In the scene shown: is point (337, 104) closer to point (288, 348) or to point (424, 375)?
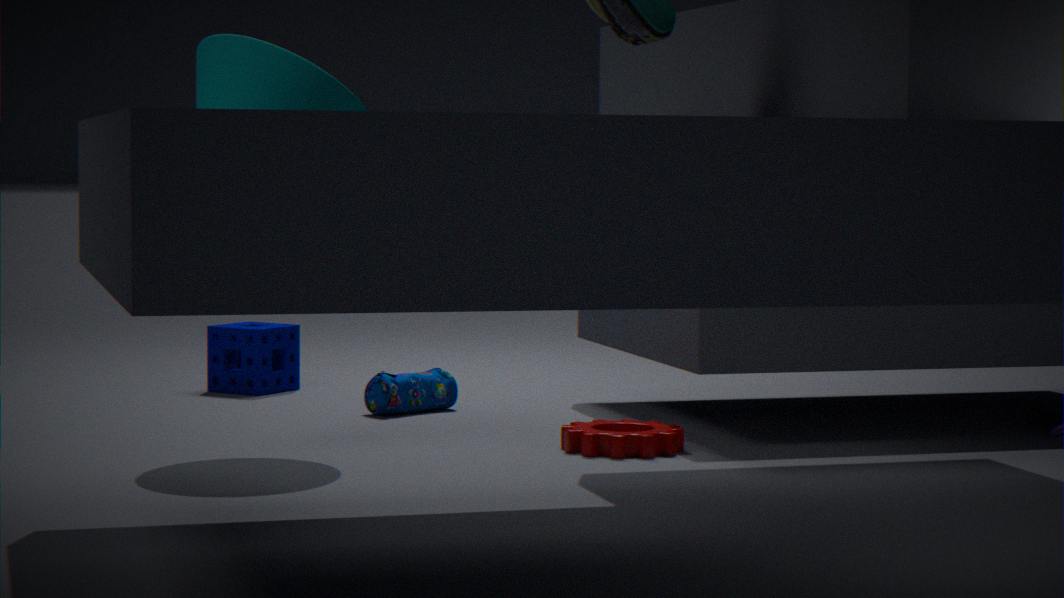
point (424, 375)
